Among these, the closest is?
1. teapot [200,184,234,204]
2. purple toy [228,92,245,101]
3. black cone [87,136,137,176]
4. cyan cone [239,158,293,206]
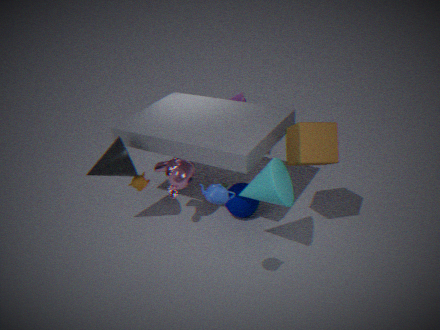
teapot [200,184,234,204]
